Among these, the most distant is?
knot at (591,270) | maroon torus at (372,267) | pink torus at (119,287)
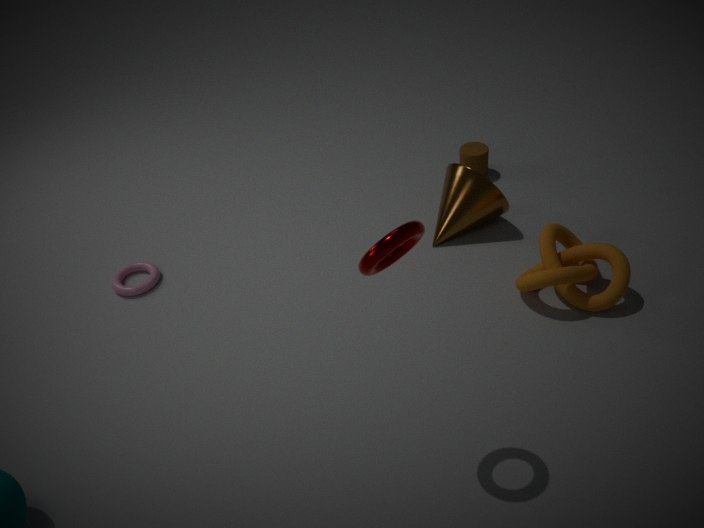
pink torus at (119,287)
